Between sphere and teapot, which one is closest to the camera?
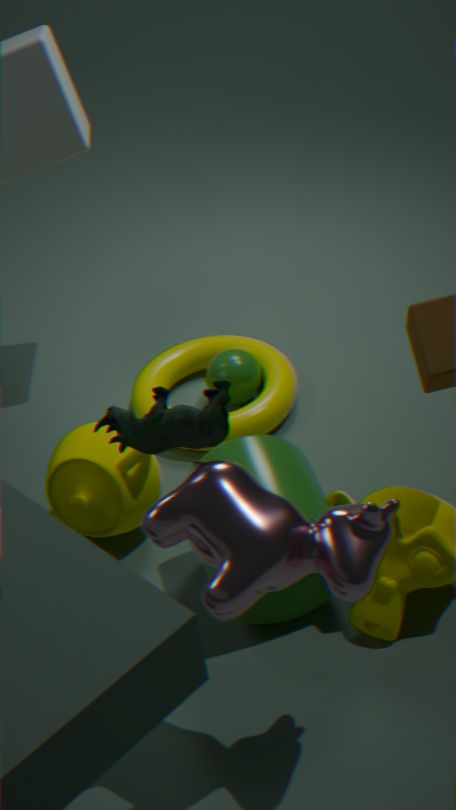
teapot
